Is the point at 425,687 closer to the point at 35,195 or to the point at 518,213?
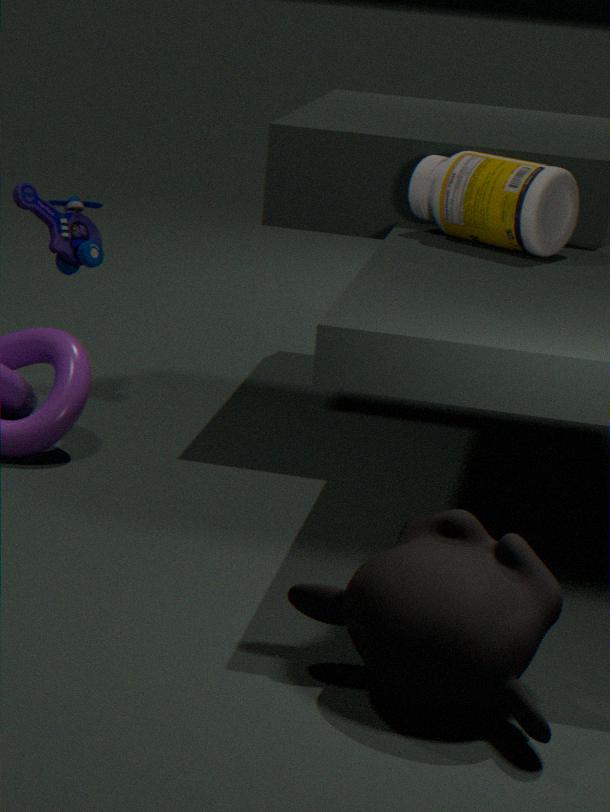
the point at 518,213
